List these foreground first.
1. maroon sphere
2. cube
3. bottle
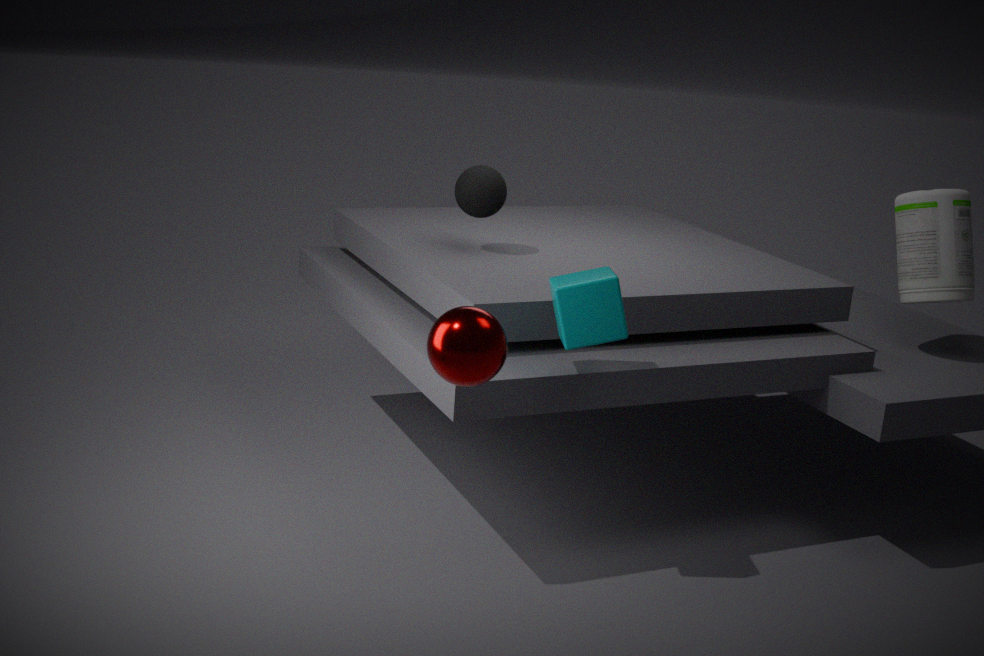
maroon sphere < cube < bottle
